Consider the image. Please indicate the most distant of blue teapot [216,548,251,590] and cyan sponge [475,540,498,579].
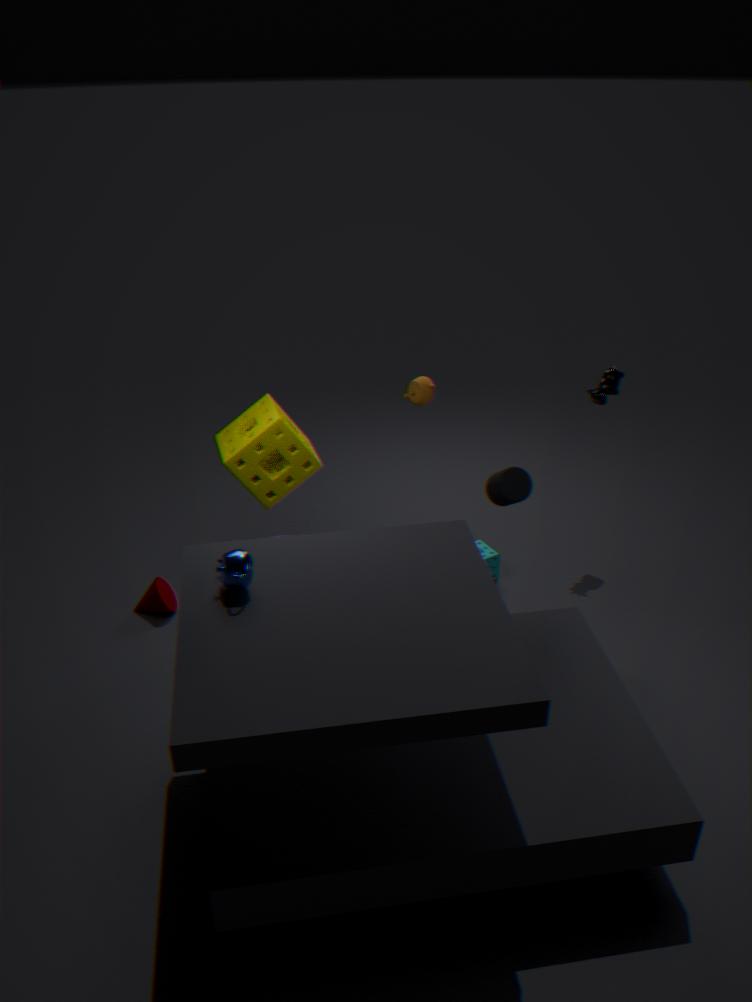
cyan sponge [475,540,498,579]
